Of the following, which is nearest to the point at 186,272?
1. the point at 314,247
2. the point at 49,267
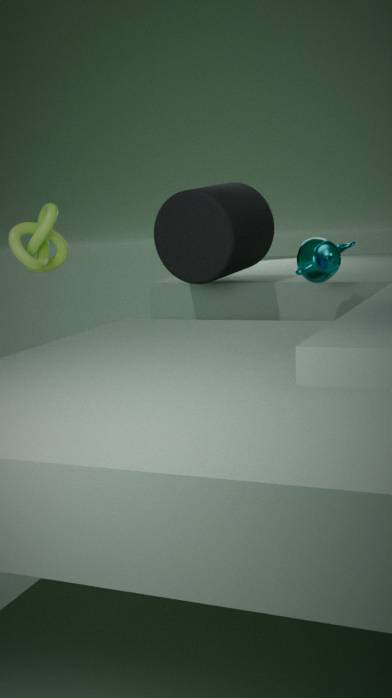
the point at 314,247
